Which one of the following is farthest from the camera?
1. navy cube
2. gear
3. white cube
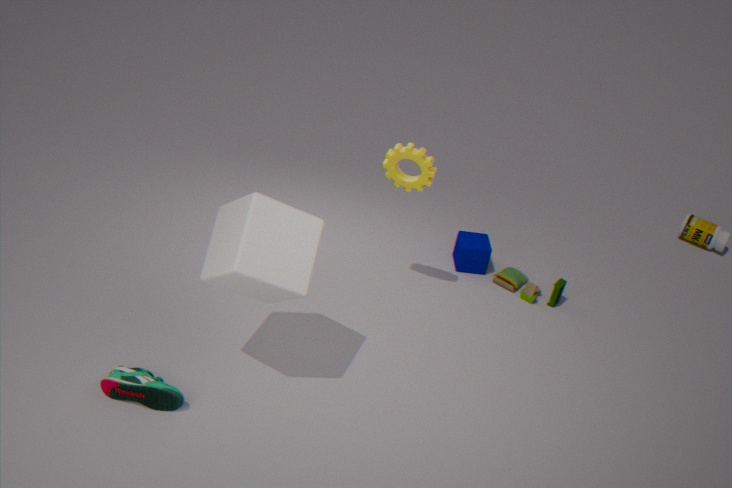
navy cube
